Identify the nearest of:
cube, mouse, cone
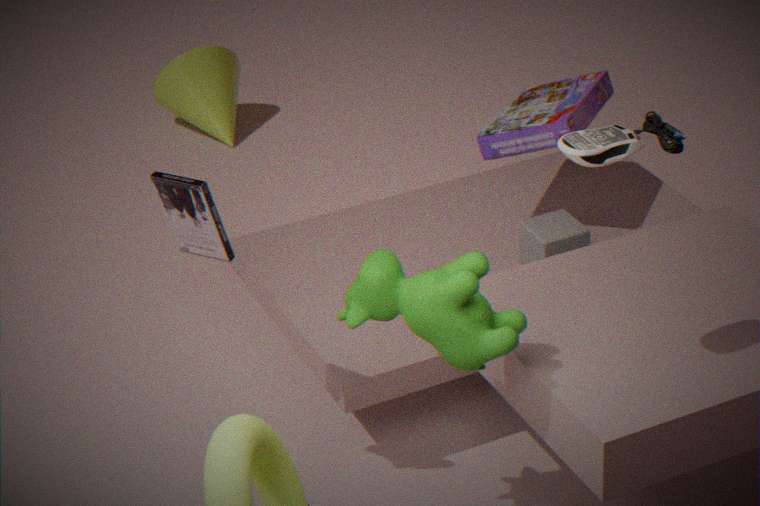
mouse
